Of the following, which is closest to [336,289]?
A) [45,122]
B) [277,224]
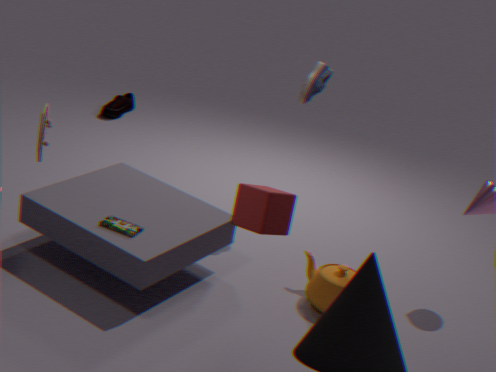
[277,224]
